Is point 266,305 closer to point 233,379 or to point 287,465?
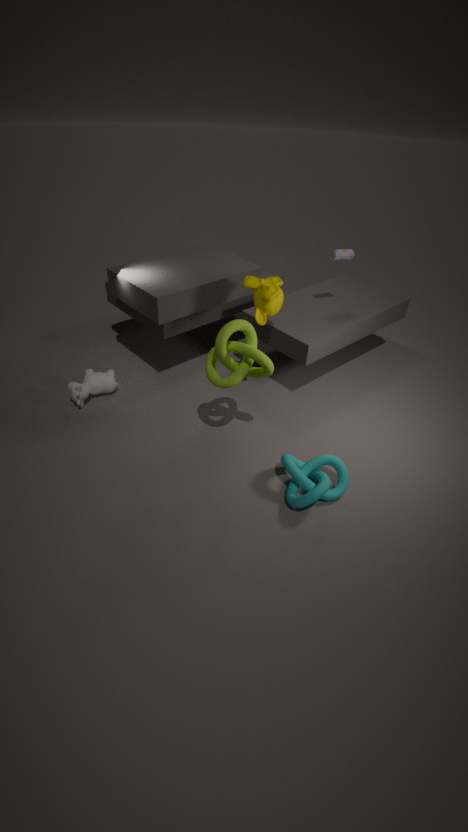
point 233,379
